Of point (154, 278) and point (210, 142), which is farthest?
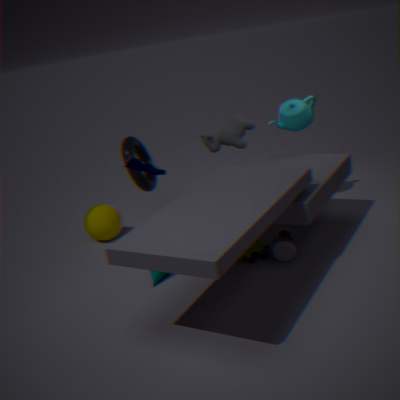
point (210, 142)
